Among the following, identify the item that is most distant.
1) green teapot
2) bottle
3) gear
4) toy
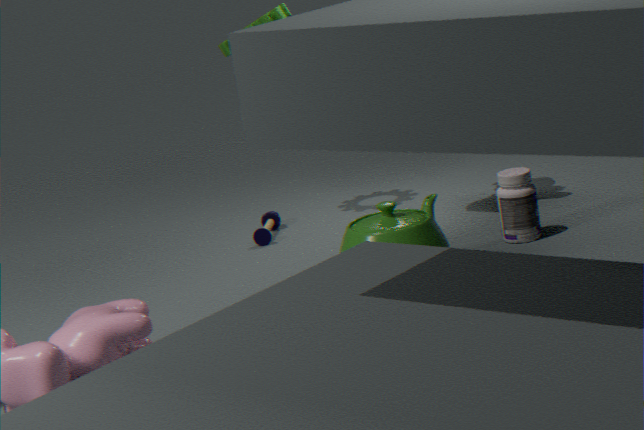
4. toy
